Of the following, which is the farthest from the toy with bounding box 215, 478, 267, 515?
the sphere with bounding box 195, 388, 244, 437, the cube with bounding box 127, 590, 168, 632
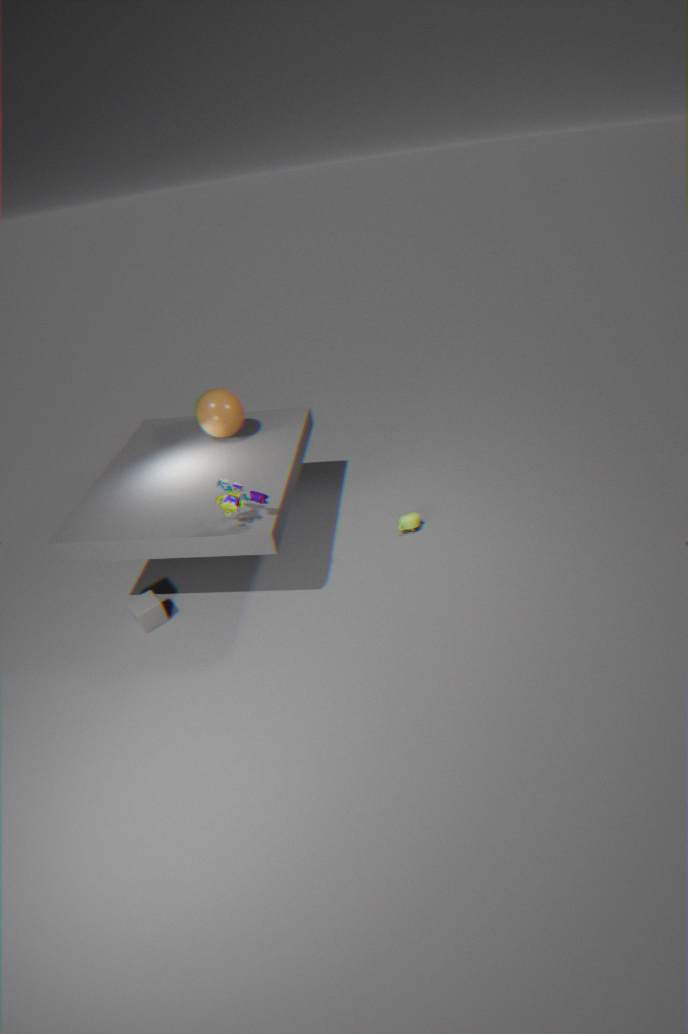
the cube with bounding box 127, 590, 168, 632
